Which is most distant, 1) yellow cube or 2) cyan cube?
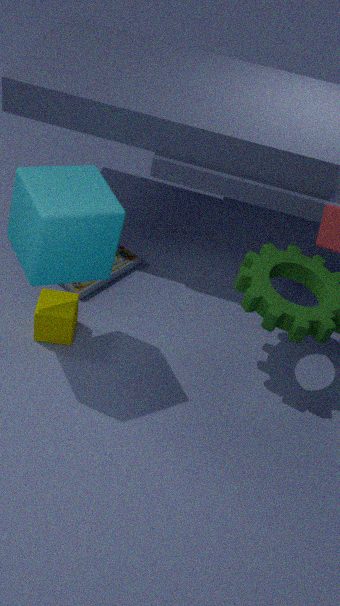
1. yellow cube
